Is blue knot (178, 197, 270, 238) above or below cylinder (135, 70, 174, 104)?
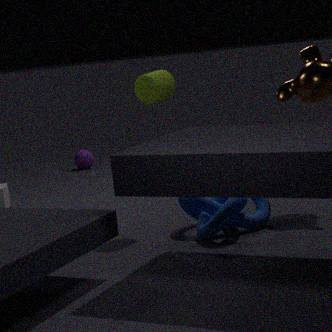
below
